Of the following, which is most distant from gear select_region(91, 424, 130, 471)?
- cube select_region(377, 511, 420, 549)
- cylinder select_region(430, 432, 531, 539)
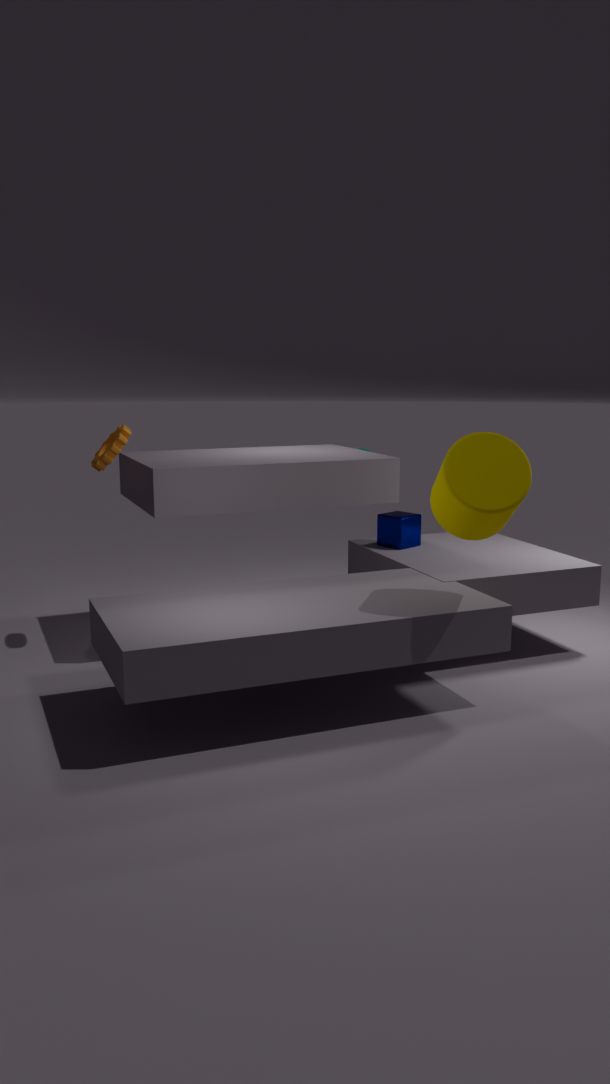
cylinder select_region(430, 432, 531, 539)
